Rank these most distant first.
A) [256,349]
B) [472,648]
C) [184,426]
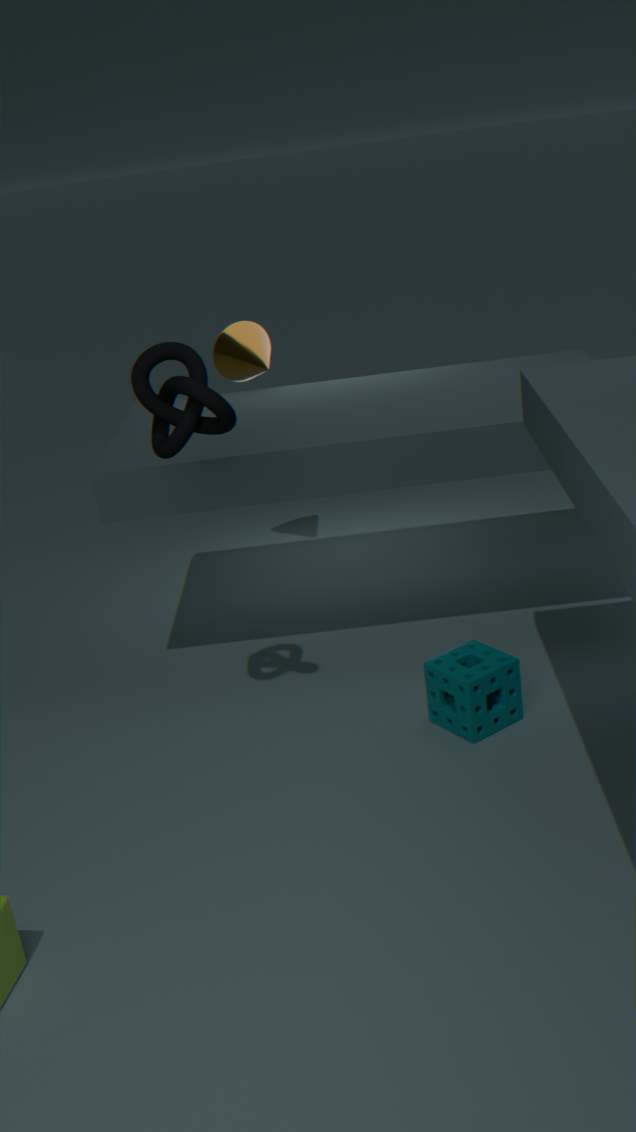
[256,349] → [472,648] → [184,426]
